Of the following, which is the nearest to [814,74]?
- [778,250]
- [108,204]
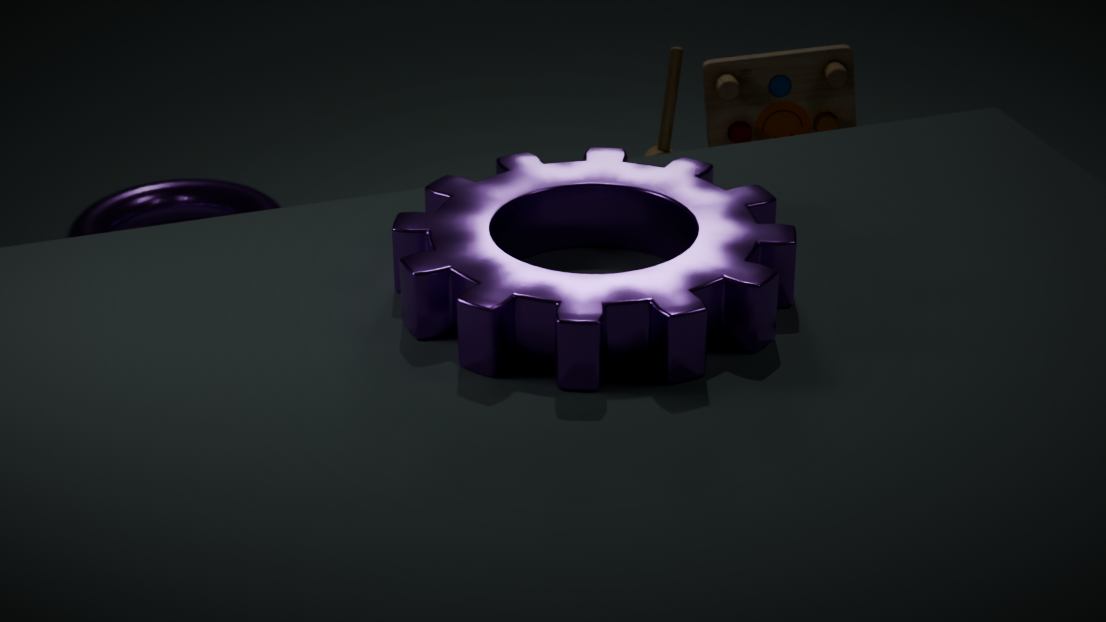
[778,250]
